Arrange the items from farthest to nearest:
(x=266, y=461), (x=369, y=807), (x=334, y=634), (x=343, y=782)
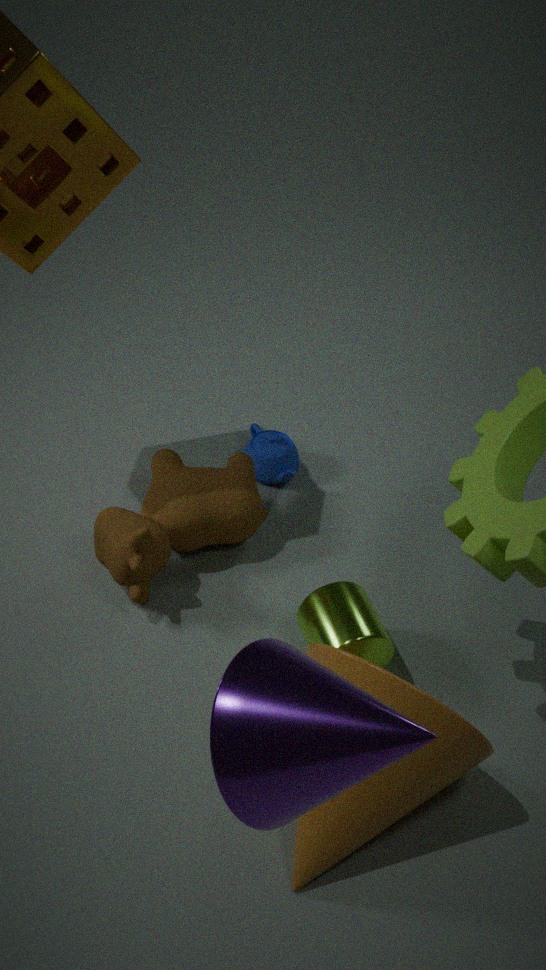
(x=266, y=461)
(x=334, y=634)
(x=369, y=807)
(x=343, y=782)
